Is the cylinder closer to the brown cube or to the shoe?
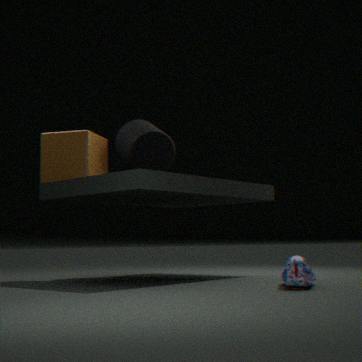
the brown cube
